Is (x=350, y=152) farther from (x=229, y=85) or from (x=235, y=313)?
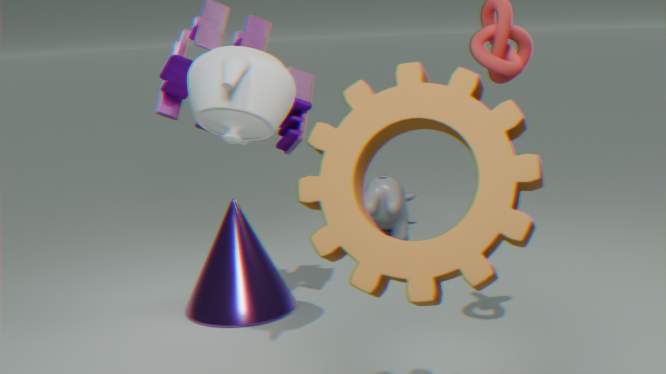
(x=235, y=313)
